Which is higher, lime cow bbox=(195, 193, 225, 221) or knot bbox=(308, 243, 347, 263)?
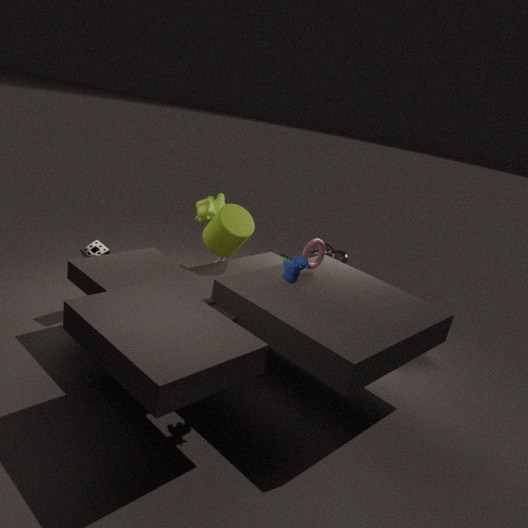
lime cow bbox=(195, 193, 225, 221)
